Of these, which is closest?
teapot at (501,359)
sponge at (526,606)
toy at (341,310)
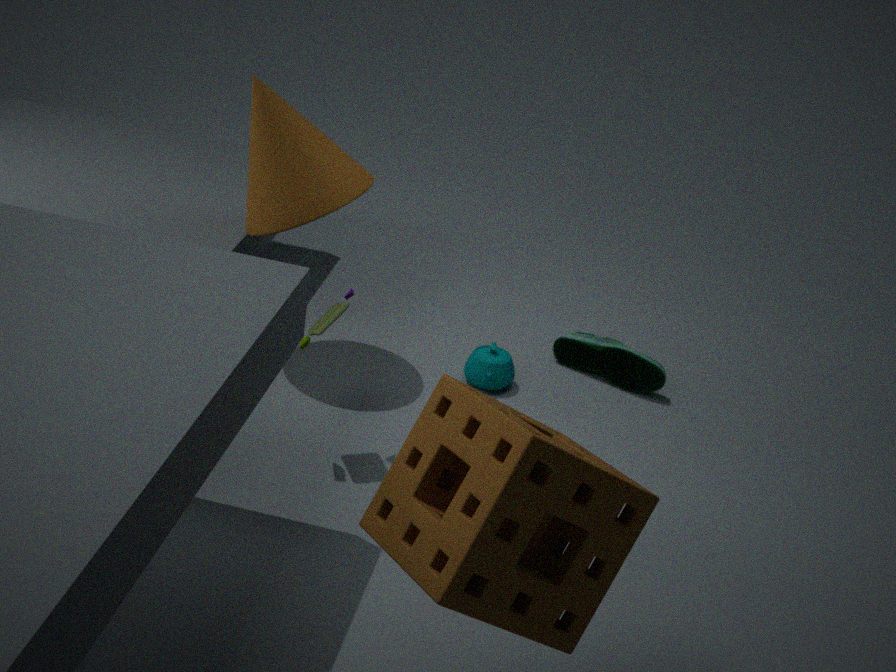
sponge at (526,606)
